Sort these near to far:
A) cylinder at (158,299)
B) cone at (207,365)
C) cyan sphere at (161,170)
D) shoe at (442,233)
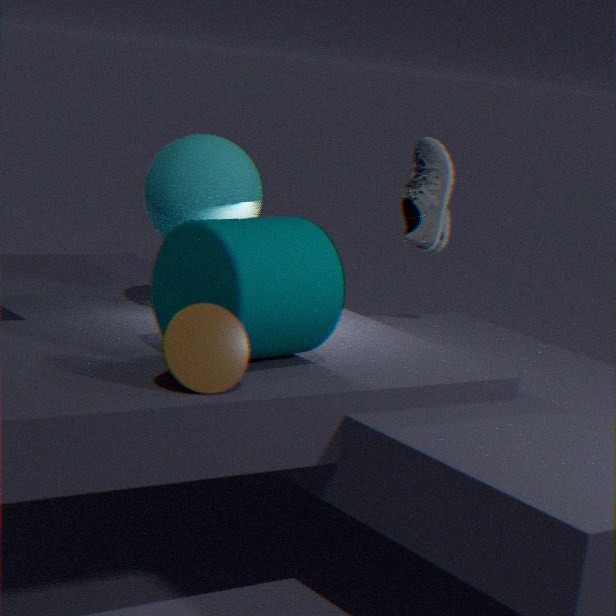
cone at (207,365) < cylinder at (158,299) < cyan sphere at (161,170) < shoe at (442,233)
